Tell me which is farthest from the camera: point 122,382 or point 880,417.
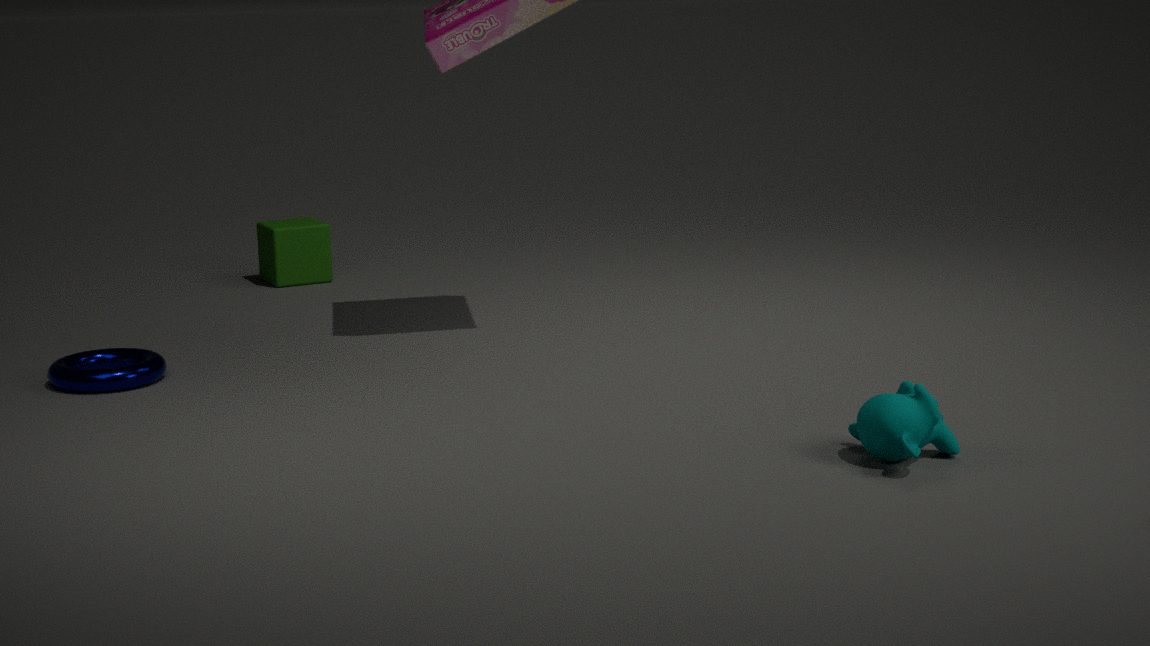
point 122,382
